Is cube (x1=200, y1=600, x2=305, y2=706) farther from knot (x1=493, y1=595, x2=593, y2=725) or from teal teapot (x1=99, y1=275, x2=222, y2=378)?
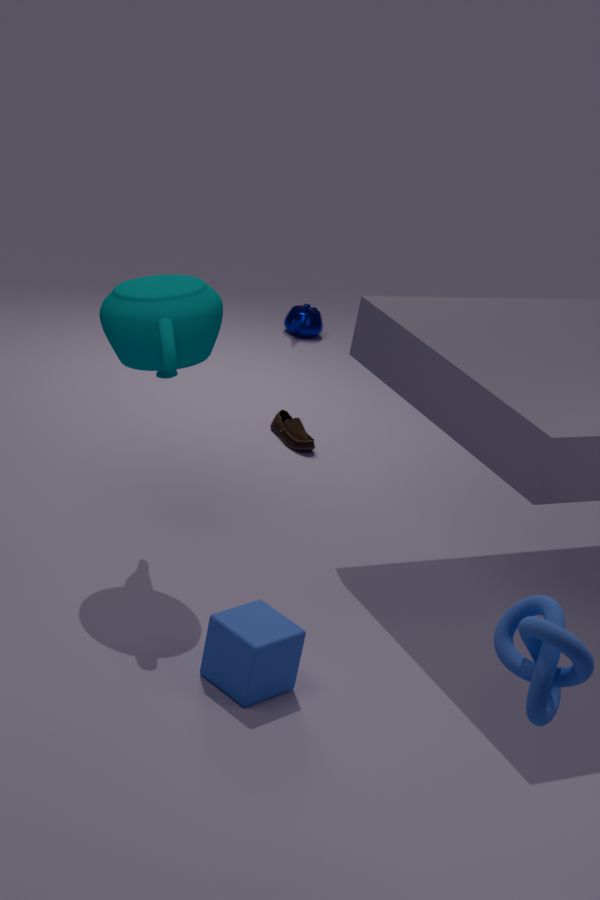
knot (x1=493, y1=595, x2=593, y2=725)
